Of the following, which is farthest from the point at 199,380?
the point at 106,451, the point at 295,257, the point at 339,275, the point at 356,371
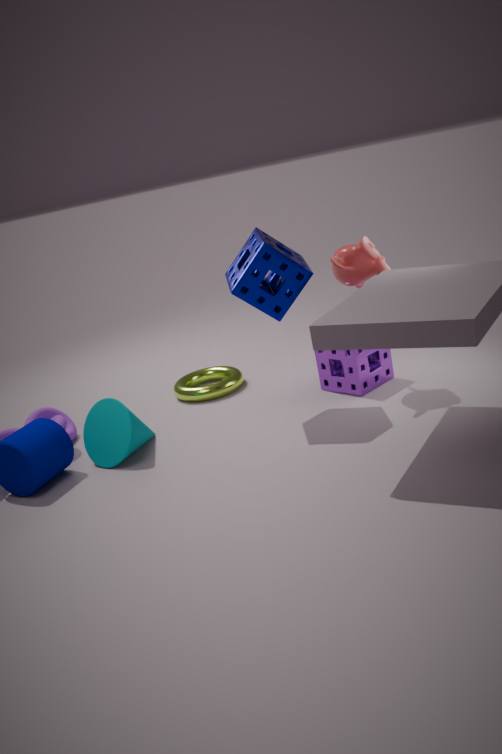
the point at 339,275
